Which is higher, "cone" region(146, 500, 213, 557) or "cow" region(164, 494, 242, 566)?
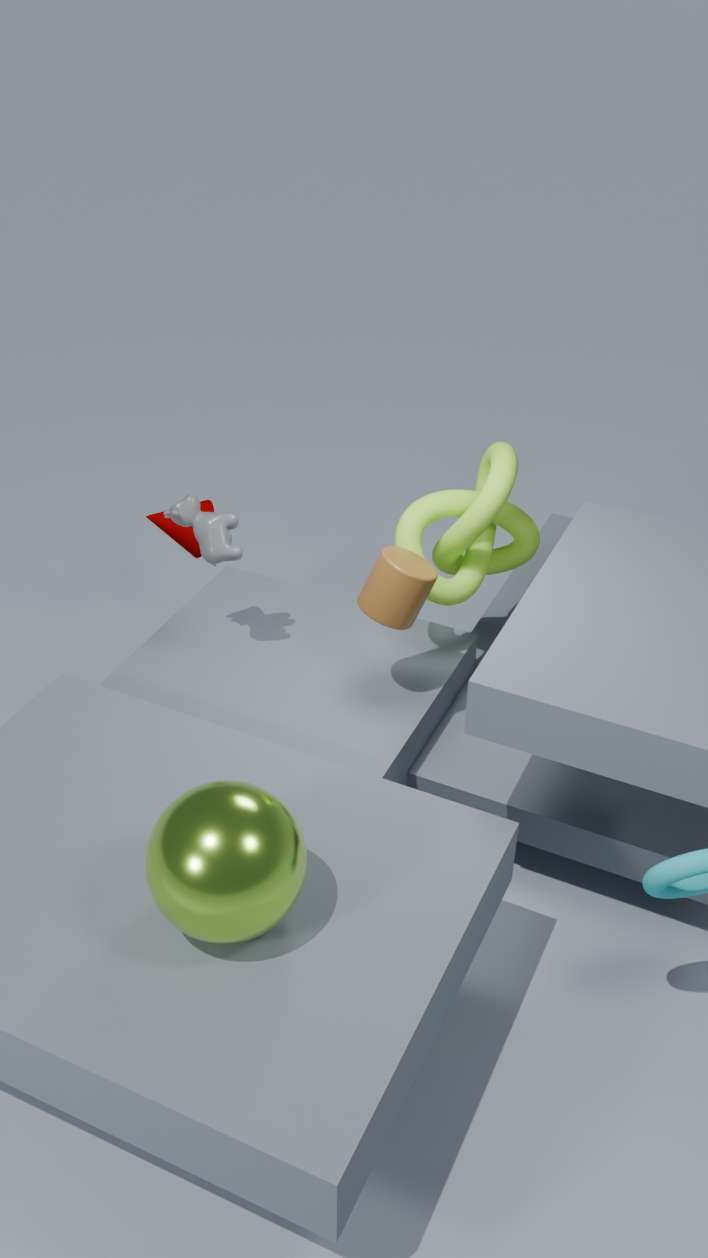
"cow" region(164, 494, 242, 566)
